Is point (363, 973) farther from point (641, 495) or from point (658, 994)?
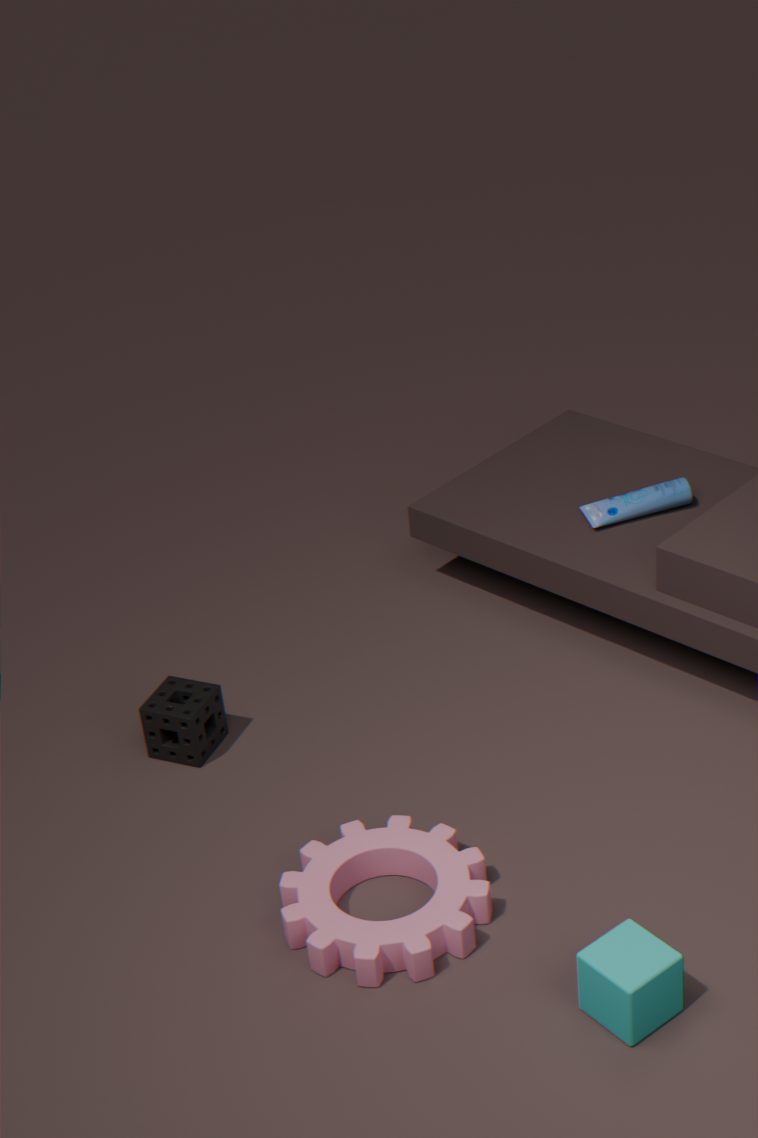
point (641, 495)
